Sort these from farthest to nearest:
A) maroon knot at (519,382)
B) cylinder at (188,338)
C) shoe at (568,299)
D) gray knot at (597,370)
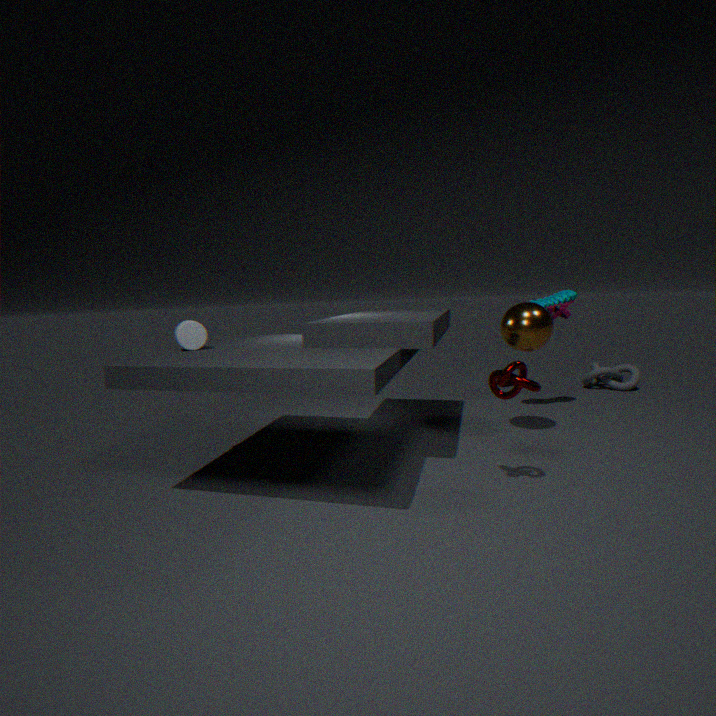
gray knot at (597,370) < shoe at (568,299) < cylinder at (188,338) < maroon knot at (519,382)
